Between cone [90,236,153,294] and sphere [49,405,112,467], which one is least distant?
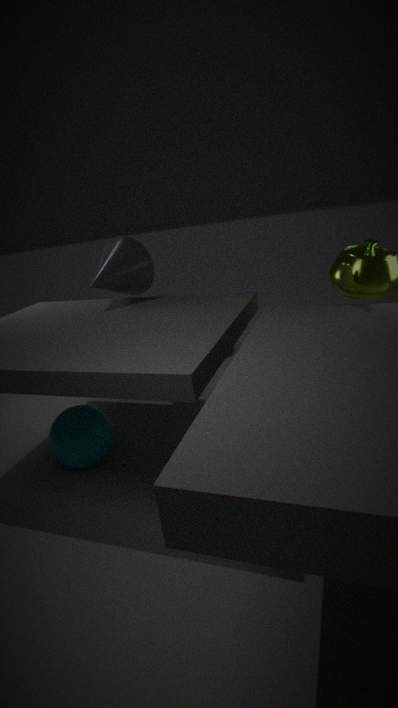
sphere [49,405,112,467]
